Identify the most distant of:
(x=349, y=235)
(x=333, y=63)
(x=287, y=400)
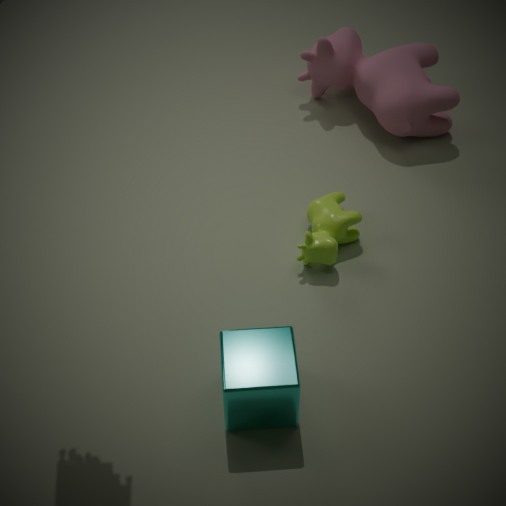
(x=333, y=63)
